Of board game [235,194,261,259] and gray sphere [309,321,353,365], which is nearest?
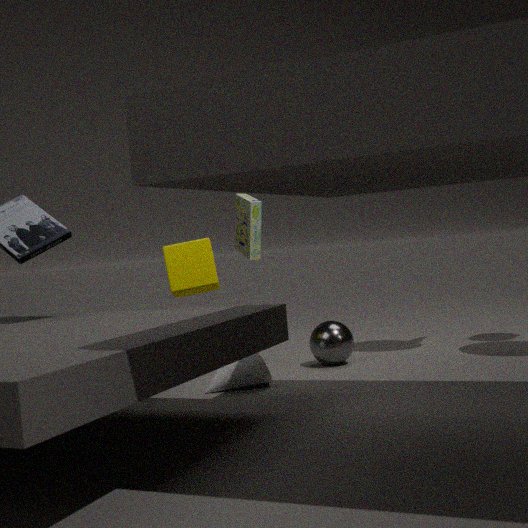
gray sphere [309,321,353,365]
